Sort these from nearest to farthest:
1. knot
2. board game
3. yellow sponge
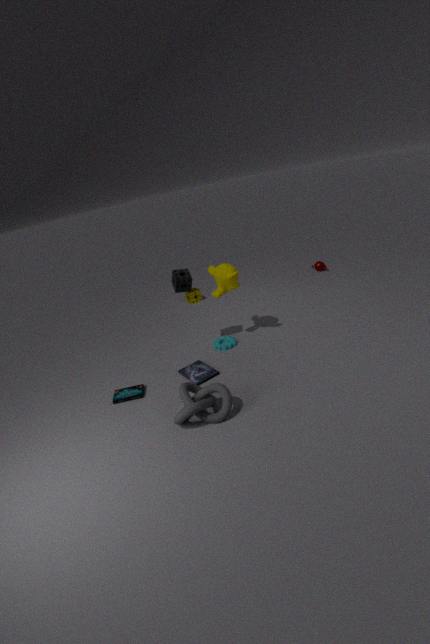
knot
board game
yellow sponge
